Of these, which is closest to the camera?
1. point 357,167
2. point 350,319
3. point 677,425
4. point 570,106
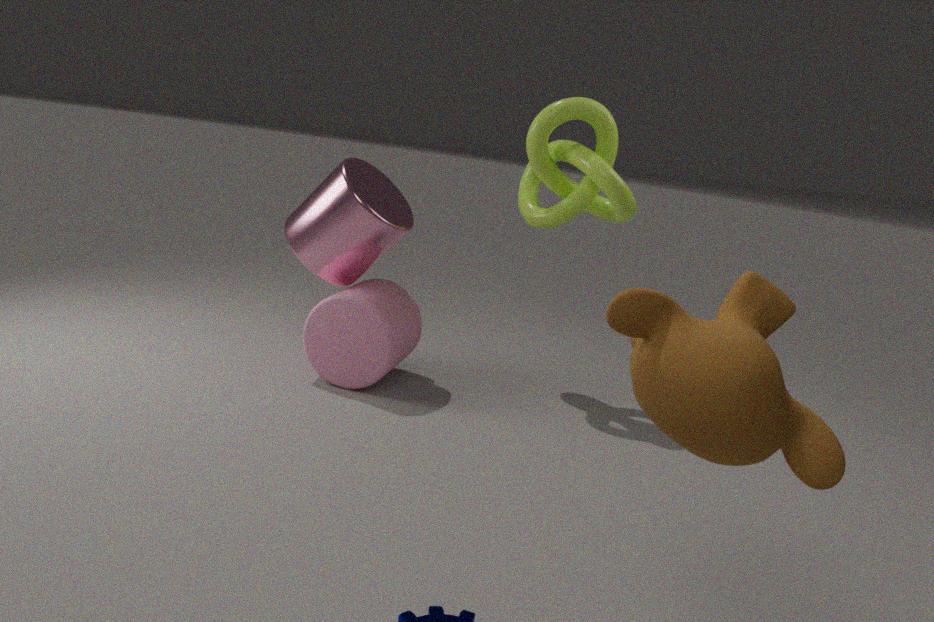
point 677,425
